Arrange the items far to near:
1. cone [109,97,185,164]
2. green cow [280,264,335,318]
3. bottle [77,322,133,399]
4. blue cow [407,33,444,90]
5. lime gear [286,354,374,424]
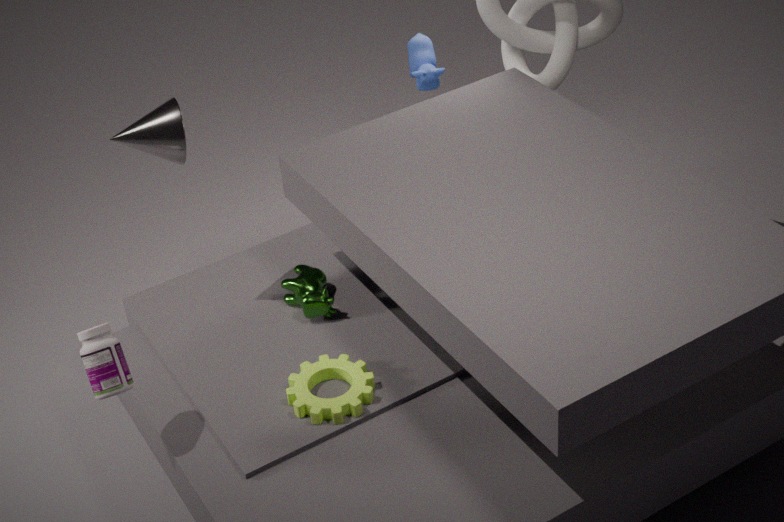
blue cow [407,33,444,90] → green cow [280,264,335,318] → cone [109,97,185,164] → lime gear [286,354,374,424] → bottle [77,322,133,399]
